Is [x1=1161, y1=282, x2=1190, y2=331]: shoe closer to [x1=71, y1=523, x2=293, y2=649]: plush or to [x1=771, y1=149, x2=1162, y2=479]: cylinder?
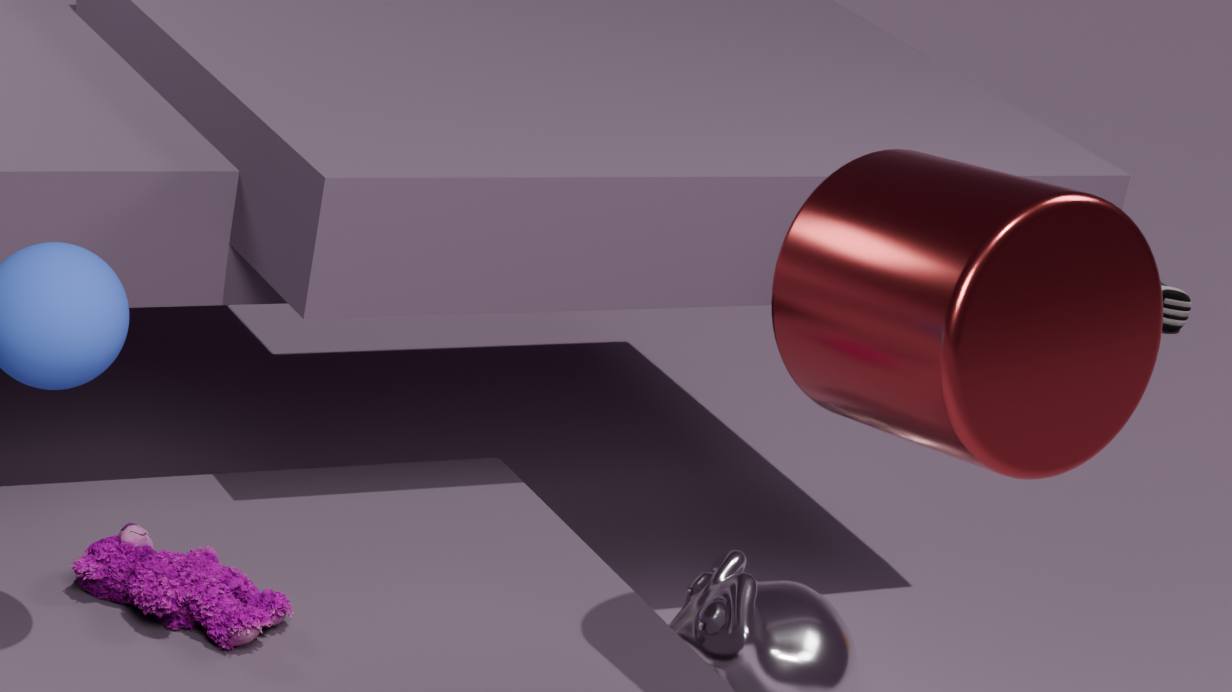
[x1=771, y1=149, x2=1162, y2=479]: cylinder
